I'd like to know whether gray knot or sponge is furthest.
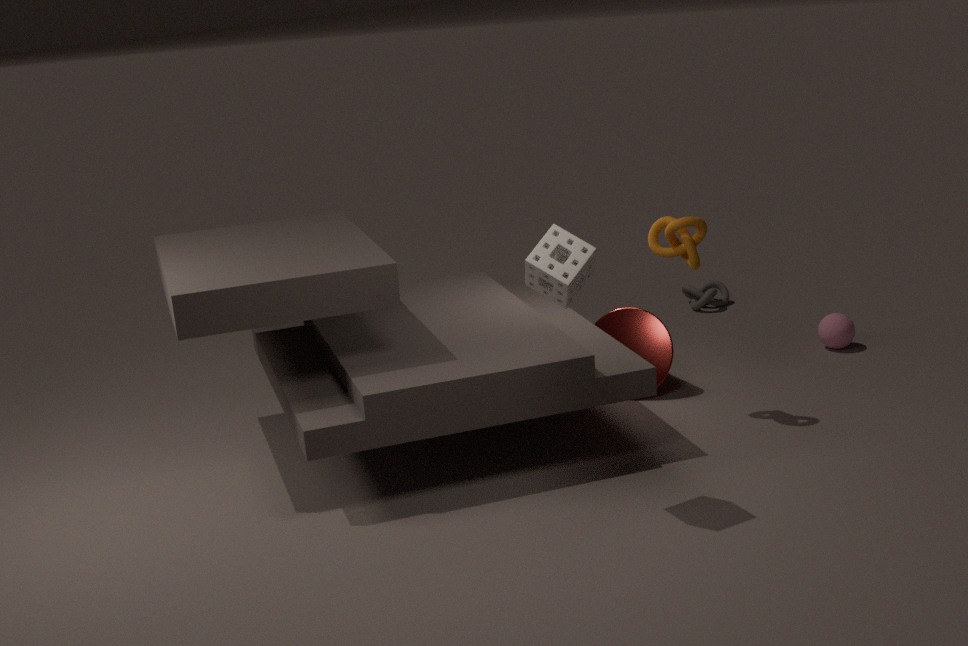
gray knot
